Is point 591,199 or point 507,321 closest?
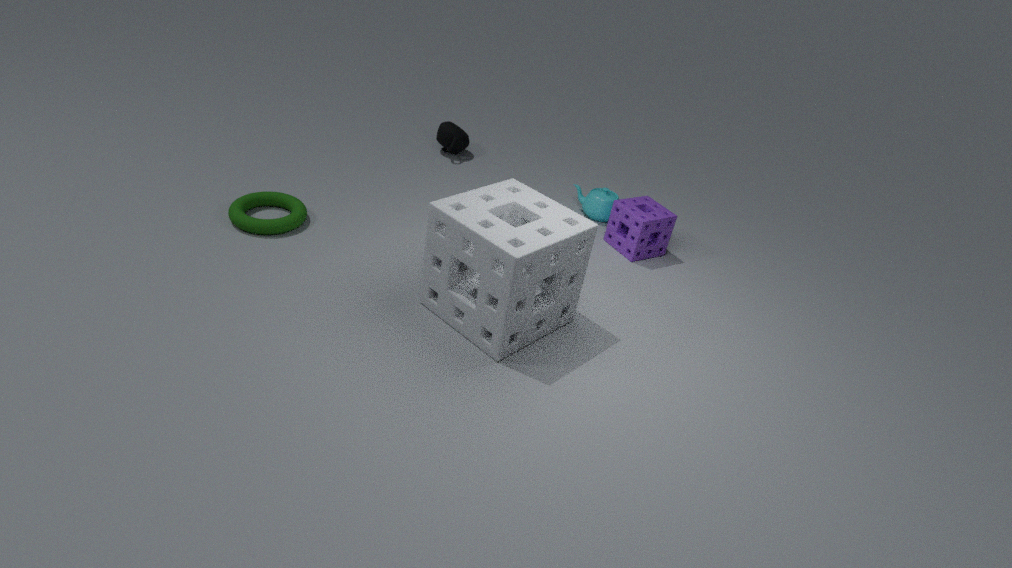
point 507,321
